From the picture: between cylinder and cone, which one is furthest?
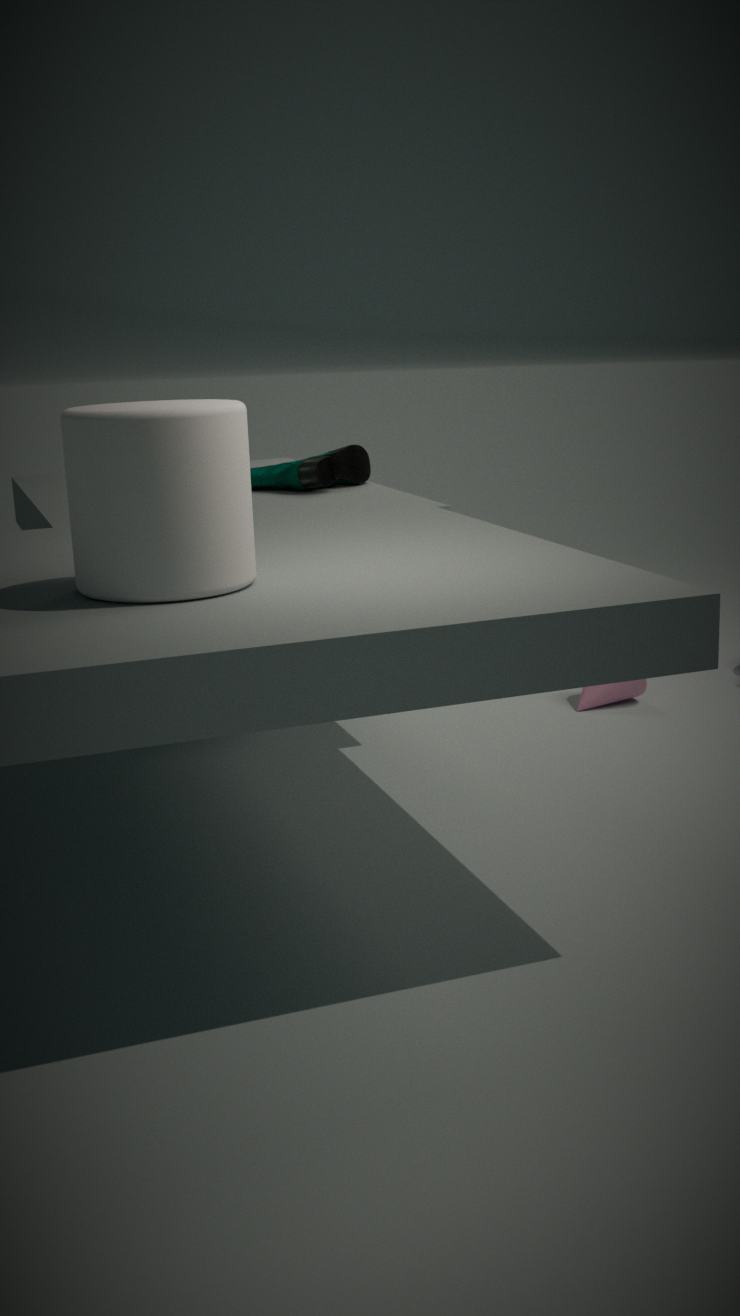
cone
